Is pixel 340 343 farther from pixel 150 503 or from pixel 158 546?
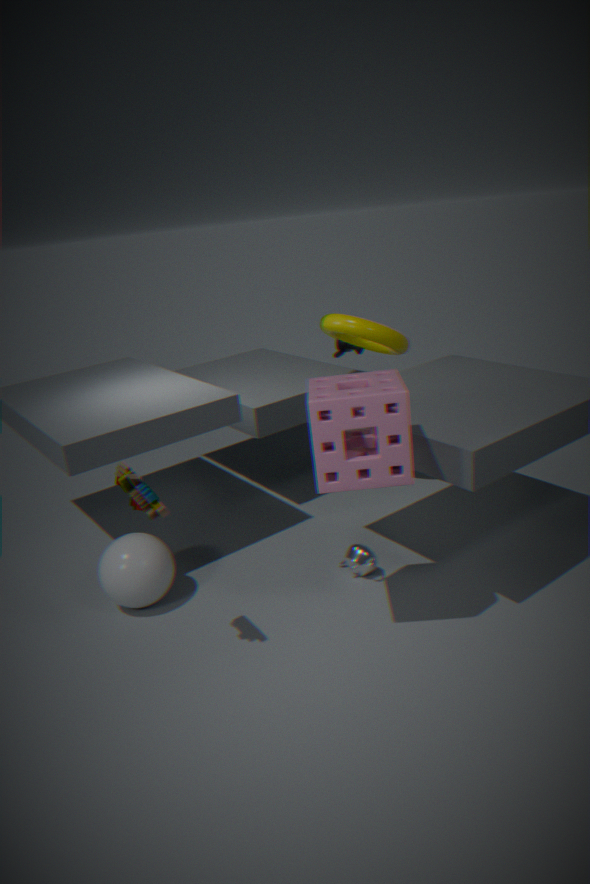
pixel 150 503
